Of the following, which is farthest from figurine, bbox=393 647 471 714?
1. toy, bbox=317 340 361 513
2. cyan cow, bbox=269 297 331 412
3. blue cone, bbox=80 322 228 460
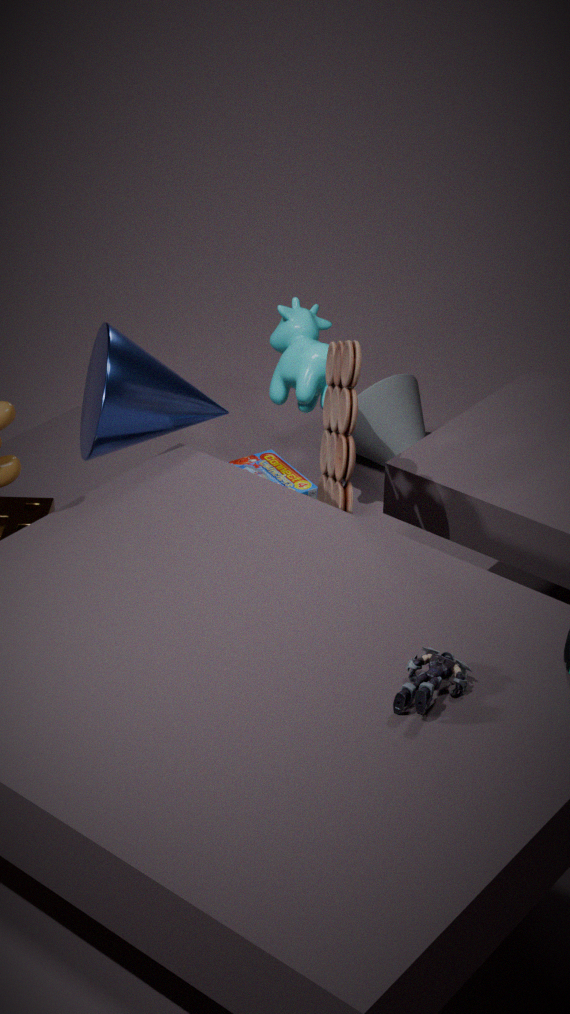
cyan cow, bbox=269 297 331 412
